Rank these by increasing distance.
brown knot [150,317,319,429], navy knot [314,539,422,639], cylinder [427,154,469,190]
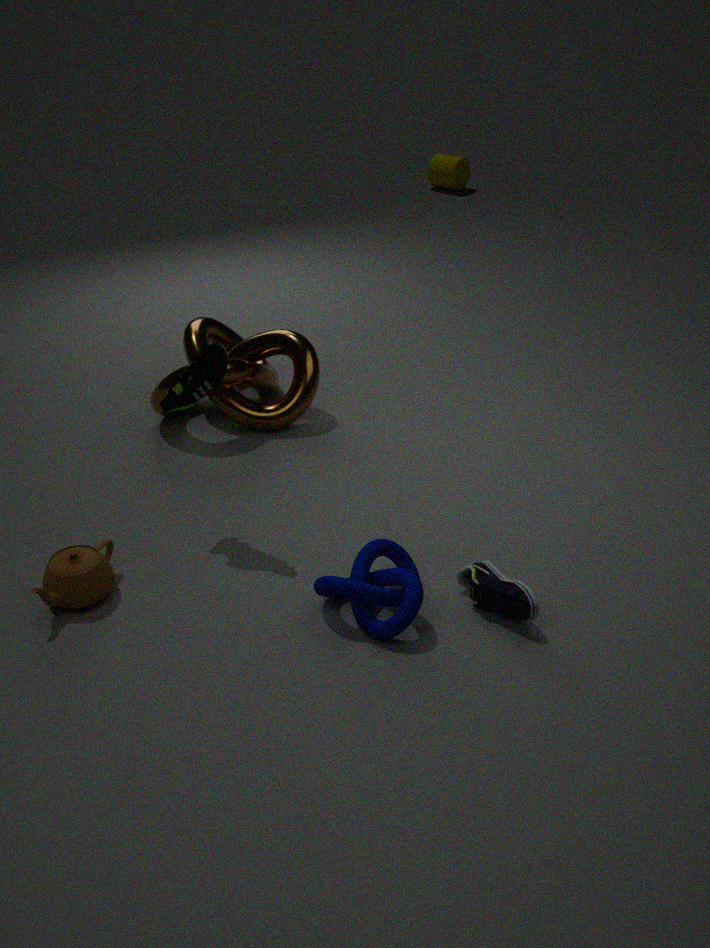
navy knot [314,539,422,639]
brown knot [150,317,319,429]
cylinder [427,154,469,190]
